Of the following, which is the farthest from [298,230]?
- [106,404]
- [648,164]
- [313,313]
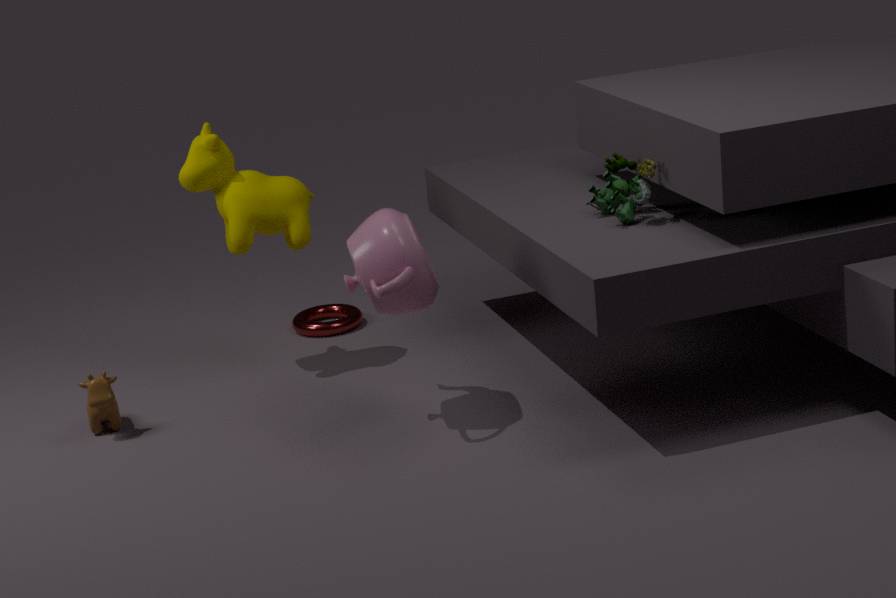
[648,164]
